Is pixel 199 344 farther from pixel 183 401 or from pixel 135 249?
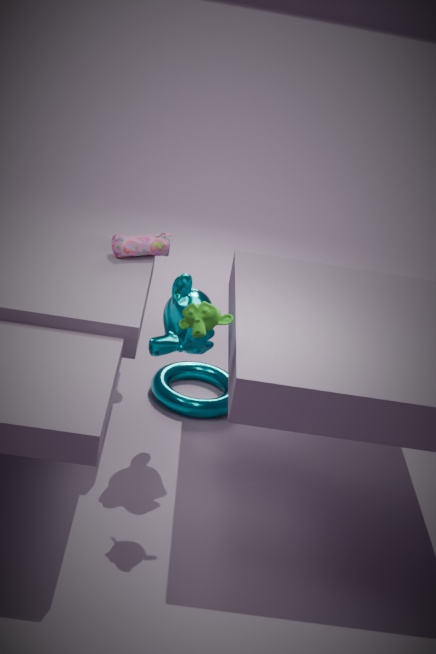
pixel 183 401
